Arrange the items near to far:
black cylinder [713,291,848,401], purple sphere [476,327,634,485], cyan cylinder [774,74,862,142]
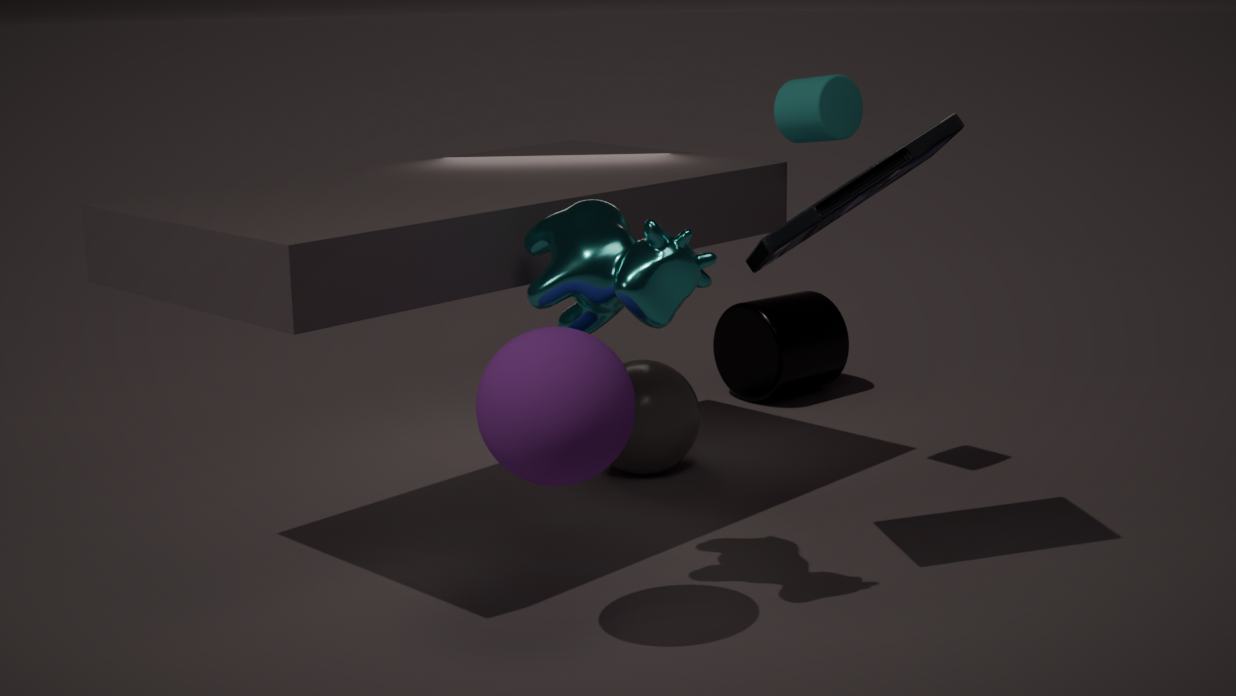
purple sphere [476,327,634,485] → cyan cylinder [774,74,862,142] → black cylinder [713,291,848,401]
